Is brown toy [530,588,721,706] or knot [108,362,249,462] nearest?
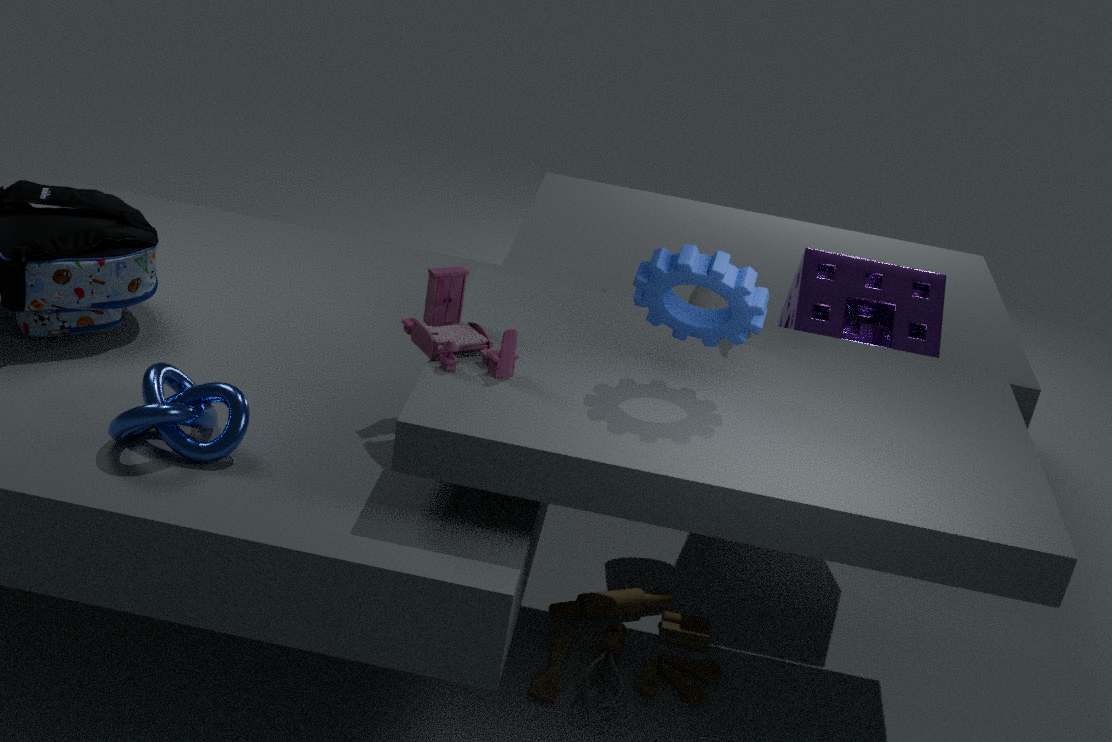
knot [108,362,249,462]
